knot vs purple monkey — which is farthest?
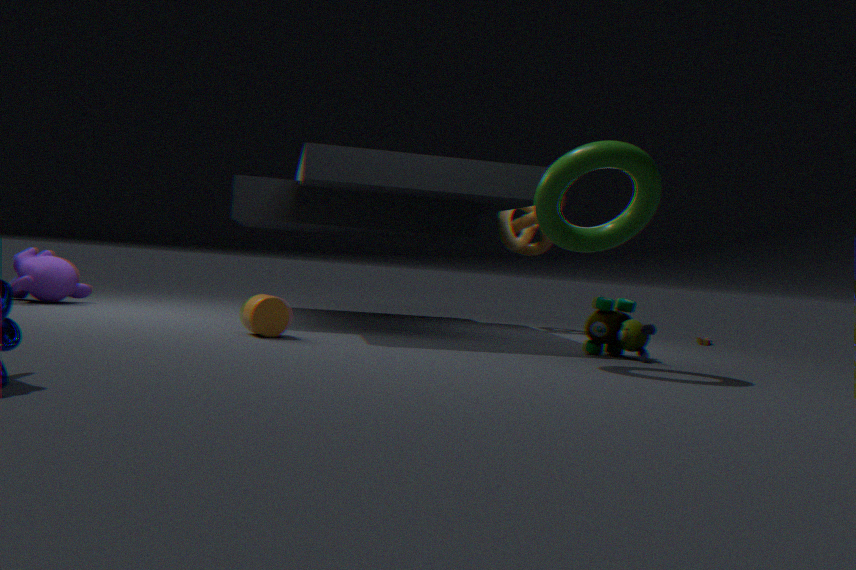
knot
